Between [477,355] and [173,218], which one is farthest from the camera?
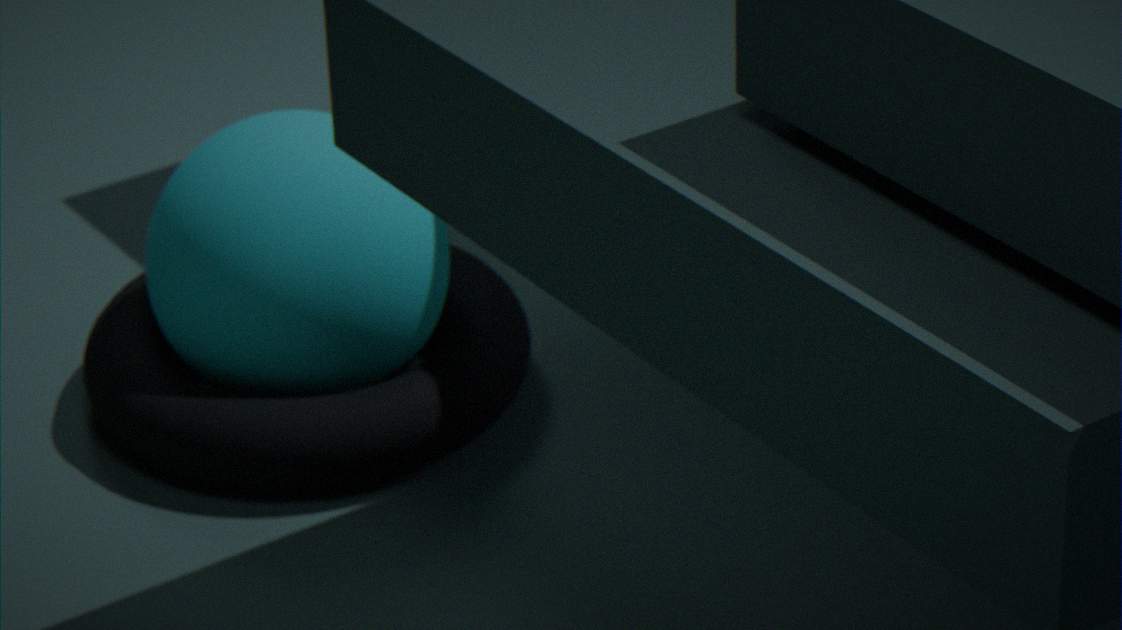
[477,355]
